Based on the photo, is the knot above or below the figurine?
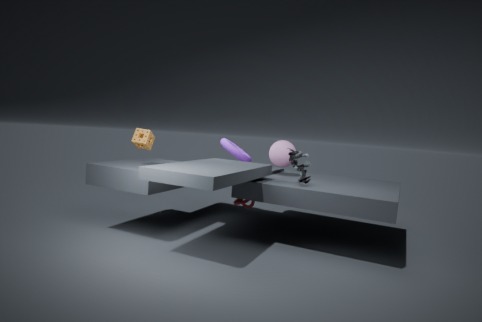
below
